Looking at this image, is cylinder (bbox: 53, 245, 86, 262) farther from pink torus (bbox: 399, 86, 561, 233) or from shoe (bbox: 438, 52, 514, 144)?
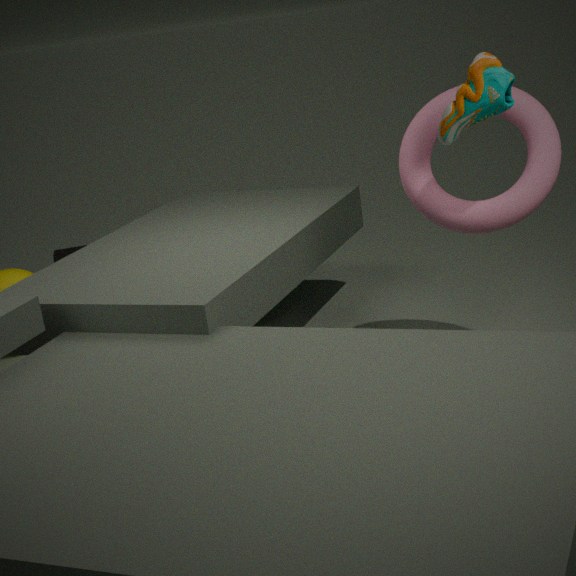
shoe (bbox: 438, 52, 514, 144)
